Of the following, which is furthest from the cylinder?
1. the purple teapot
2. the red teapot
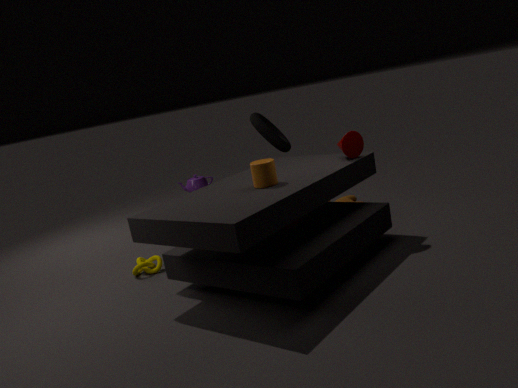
the purple teapot
